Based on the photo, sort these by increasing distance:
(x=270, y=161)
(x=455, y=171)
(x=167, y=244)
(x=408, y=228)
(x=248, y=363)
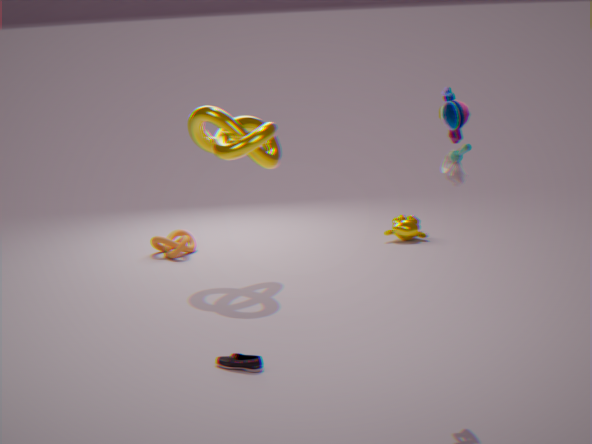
(x=455, y=171) < (x=248, y=363) < (x=270, y=161) < (x=167, y=244) < (x=408, y=228)
